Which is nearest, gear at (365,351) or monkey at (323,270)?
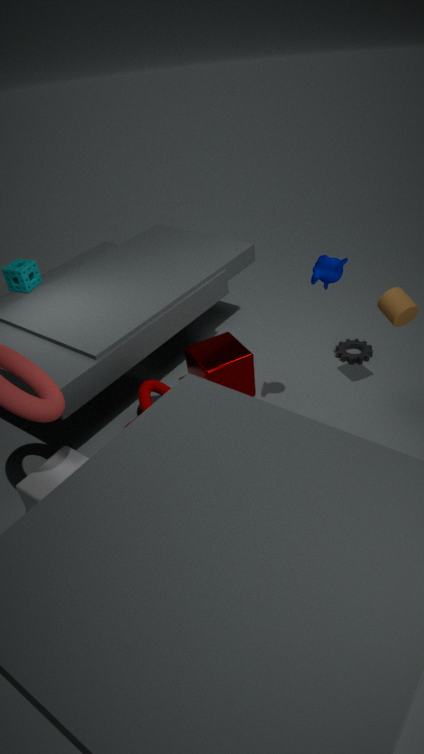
monkey at (323,270)
